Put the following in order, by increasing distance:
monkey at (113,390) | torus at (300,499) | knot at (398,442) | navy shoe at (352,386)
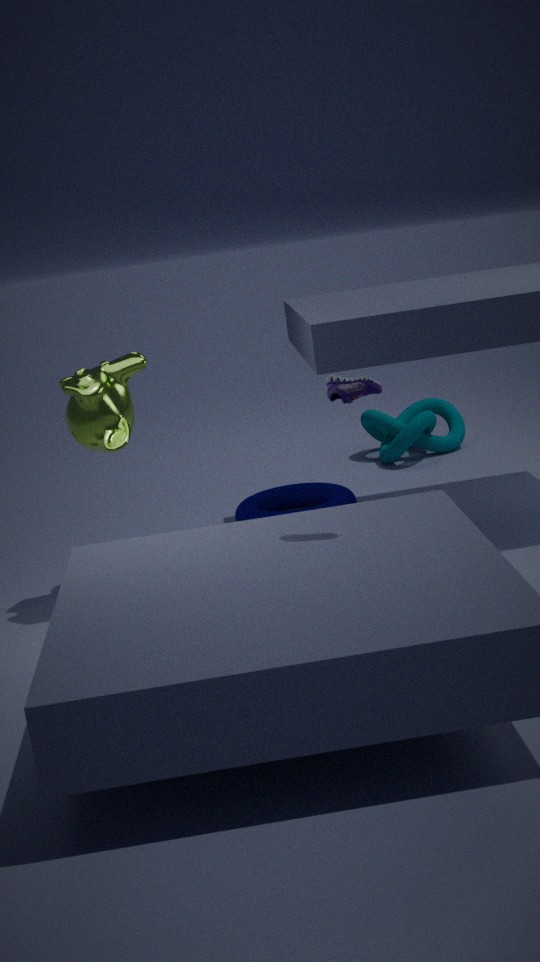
navy shoe at (352,386)
monkey at (113,390)
torus at (300,499)
knot at (398,442)
